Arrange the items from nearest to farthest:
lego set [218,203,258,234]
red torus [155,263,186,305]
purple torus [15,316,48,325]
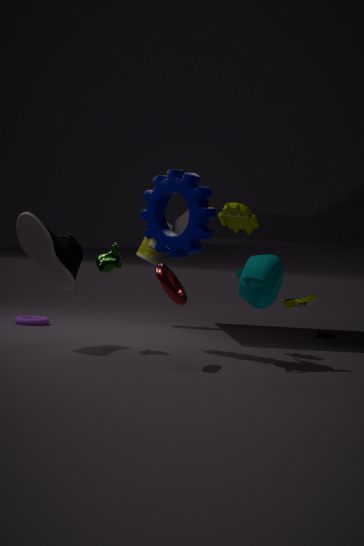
red torus [155,263,186,305] < lego set [218,203,258,234] < purple torus [15,316,48,325]
